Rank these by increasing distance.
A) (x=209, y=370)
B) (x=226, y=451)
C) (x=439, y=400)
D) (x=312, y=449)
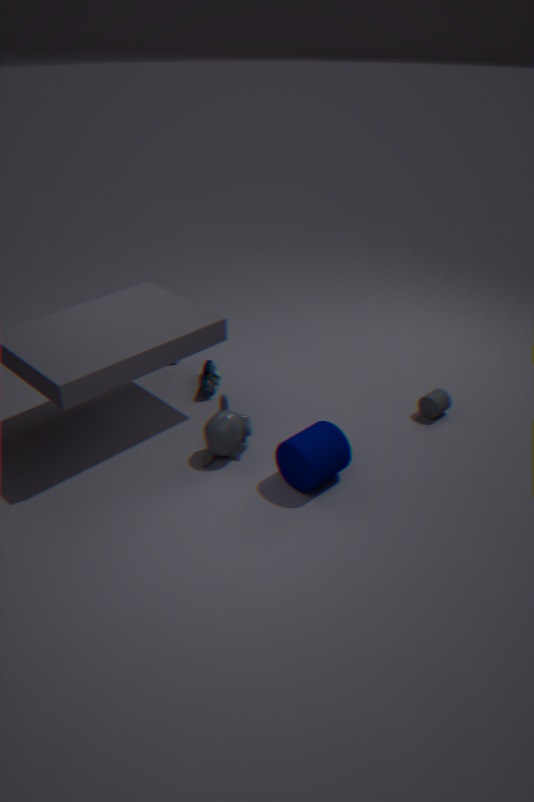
(x=312, y=449) < (x=226, y=451) < (x=439, y=400) < (x=209, y=370)
